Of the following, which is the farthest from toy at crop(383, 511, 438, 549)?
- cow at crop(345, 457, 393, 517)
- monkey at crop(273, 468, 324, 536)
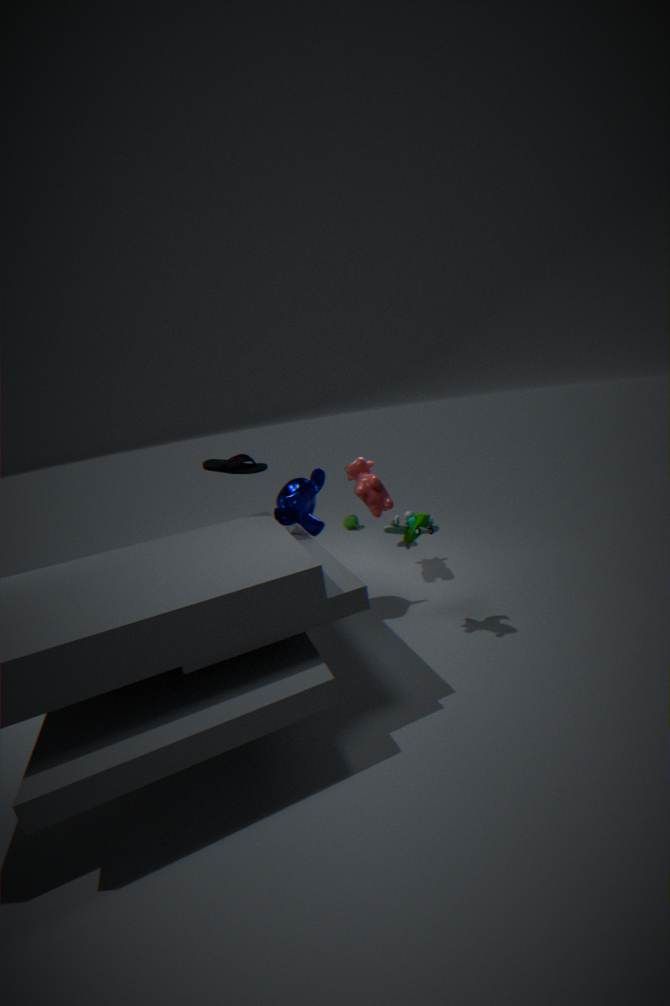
cow at crop(345, 457, 393, 517)
